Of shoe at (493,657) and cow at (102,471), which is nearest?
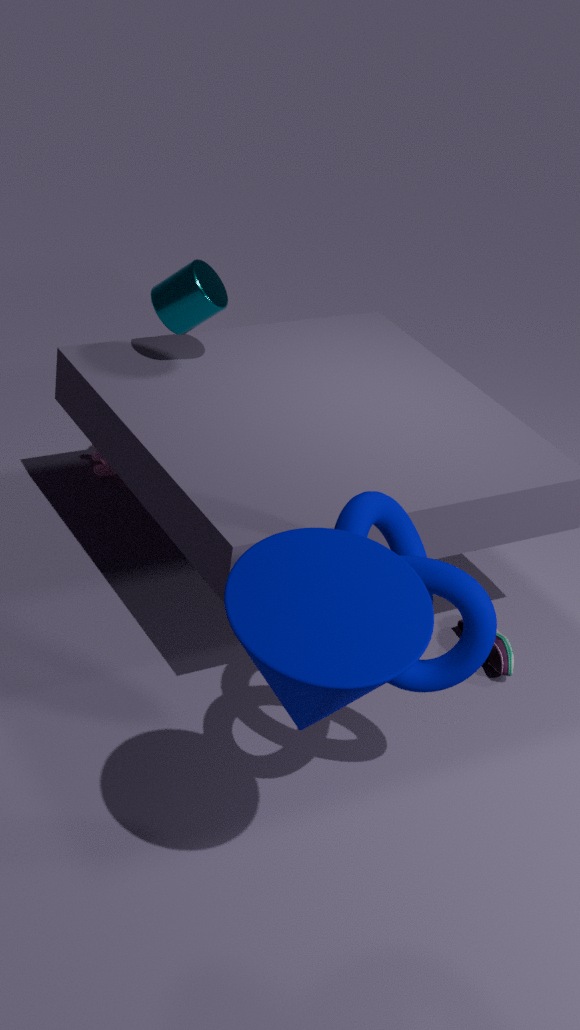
shoe at (493,657)
